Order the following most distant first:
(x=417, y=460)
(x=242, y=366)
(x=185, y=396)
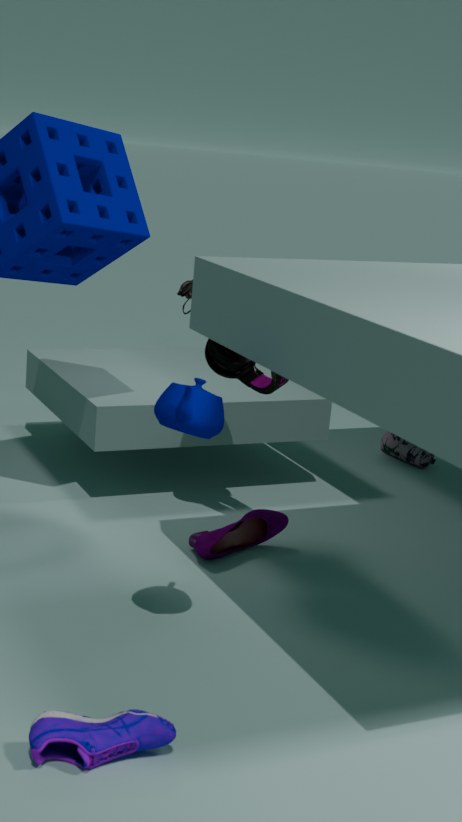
(x=417, y=460) → (x=242, y=366) → (x=185, y=396)
